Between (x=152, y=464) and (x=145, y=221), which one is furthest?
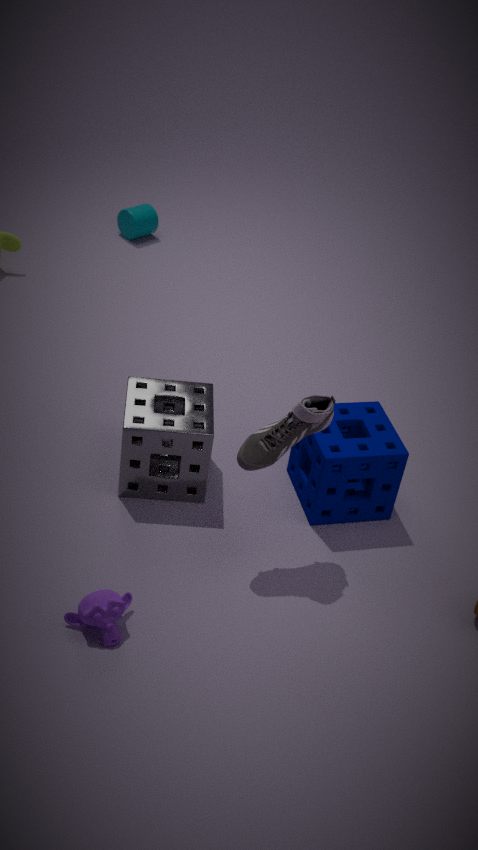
(x=145, y=221)
